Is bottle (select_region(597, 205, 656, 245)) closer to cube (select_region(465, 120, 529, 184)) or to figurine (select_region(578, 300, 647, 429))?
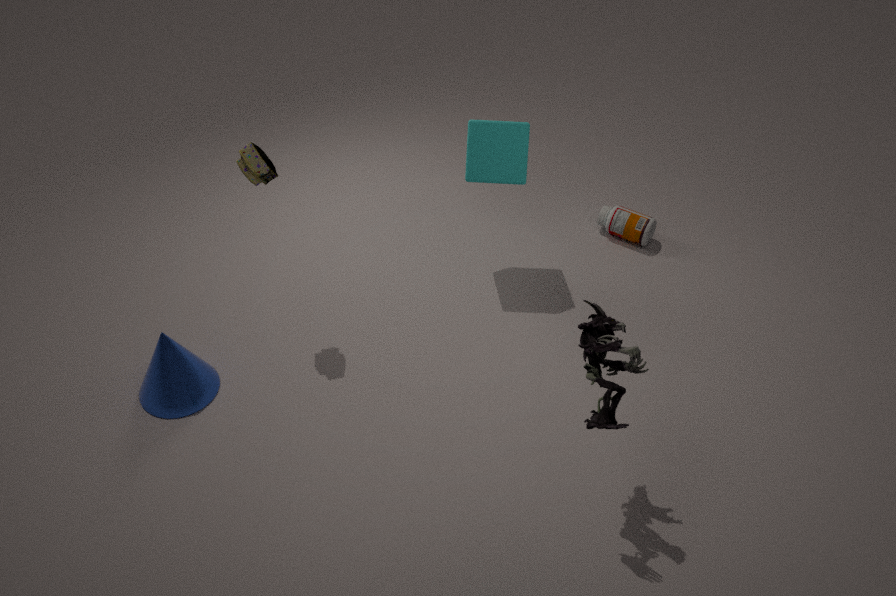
cube (select_region(465, 120, 529, 184))
